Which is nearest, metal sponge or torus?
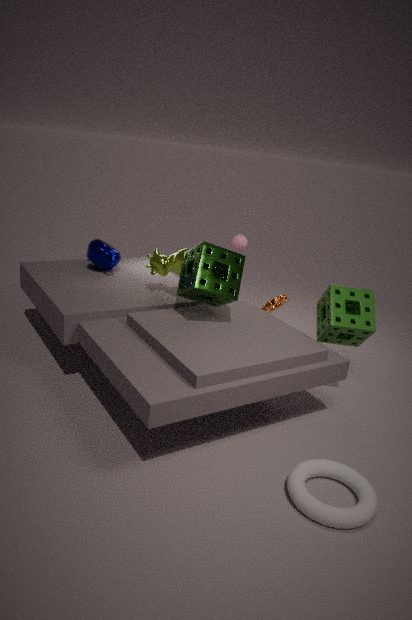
torus
